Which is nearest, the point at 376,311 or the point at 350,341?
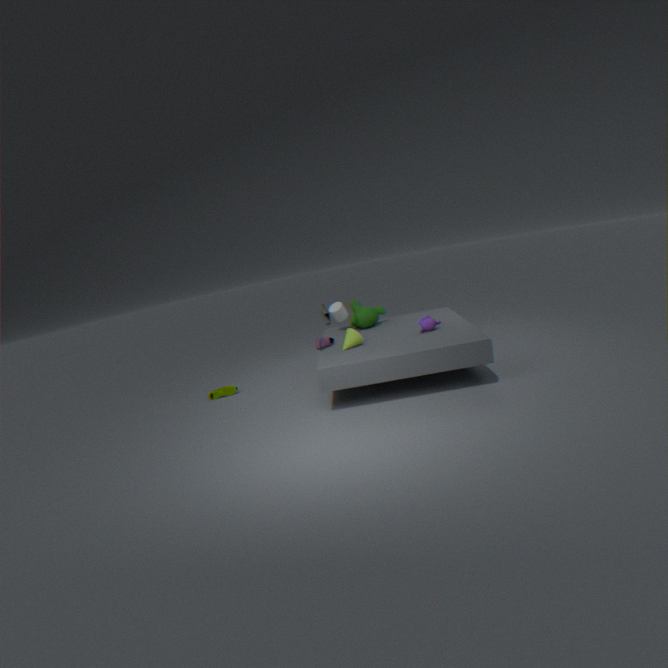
the point at 350,341
